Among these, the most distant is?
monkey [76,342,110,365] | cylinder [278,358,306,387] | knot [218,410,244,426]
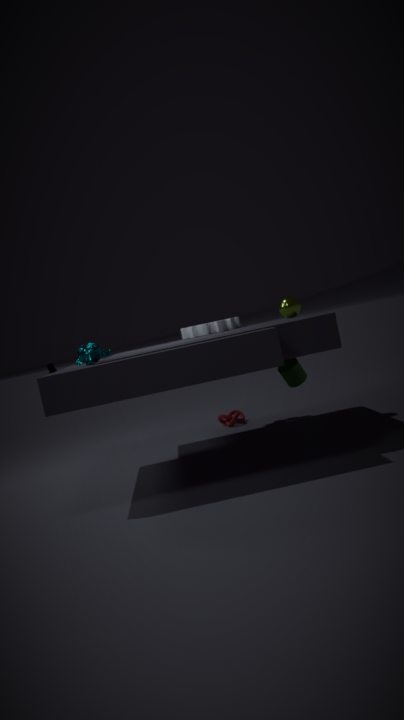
knot [218,410,244,426]
